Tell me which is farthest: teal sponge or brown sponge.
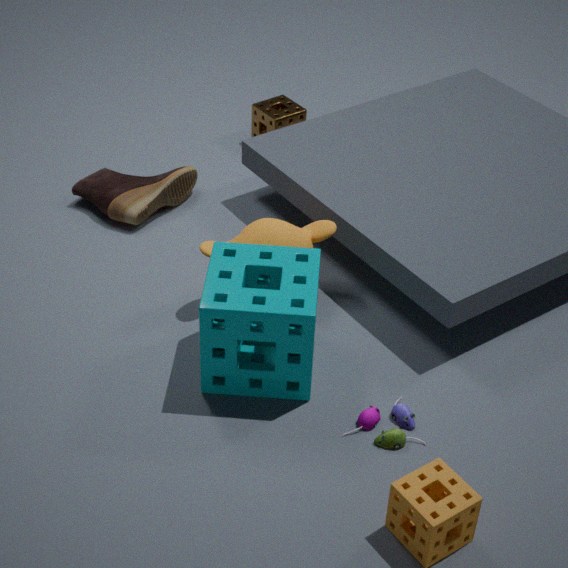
brown sponge
